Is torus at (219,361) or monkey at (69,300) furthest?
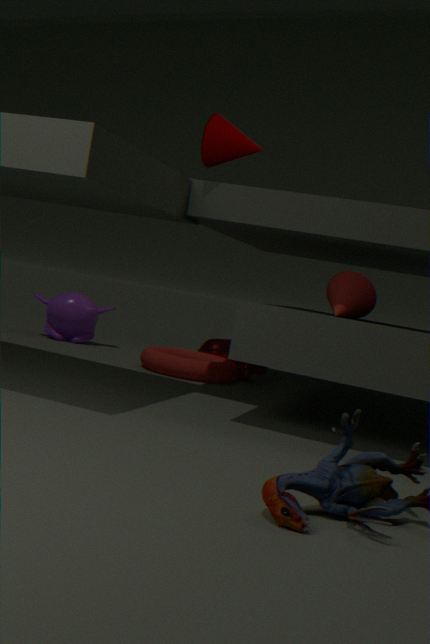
monkey at (69,300)
